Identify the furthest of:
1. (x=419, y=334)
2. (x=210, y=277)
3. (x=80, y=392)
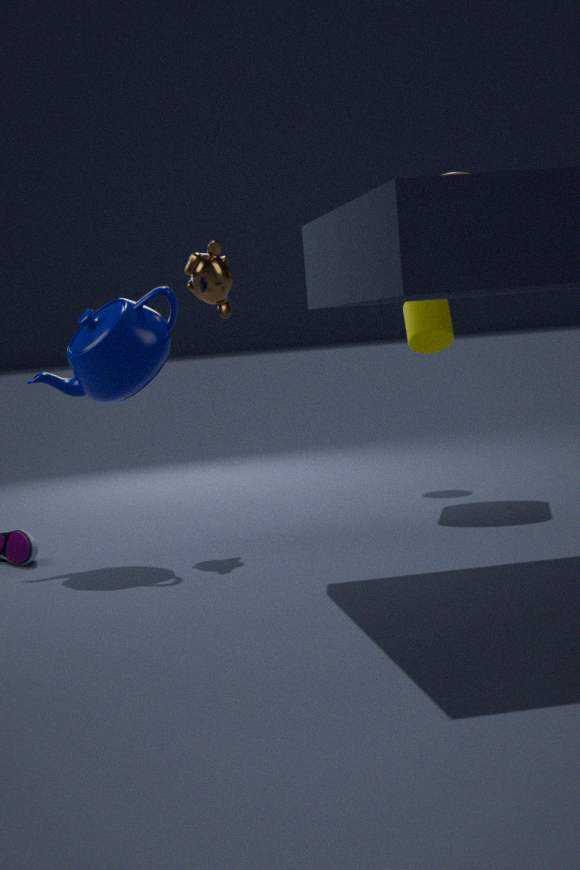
(x=419, y=334)
